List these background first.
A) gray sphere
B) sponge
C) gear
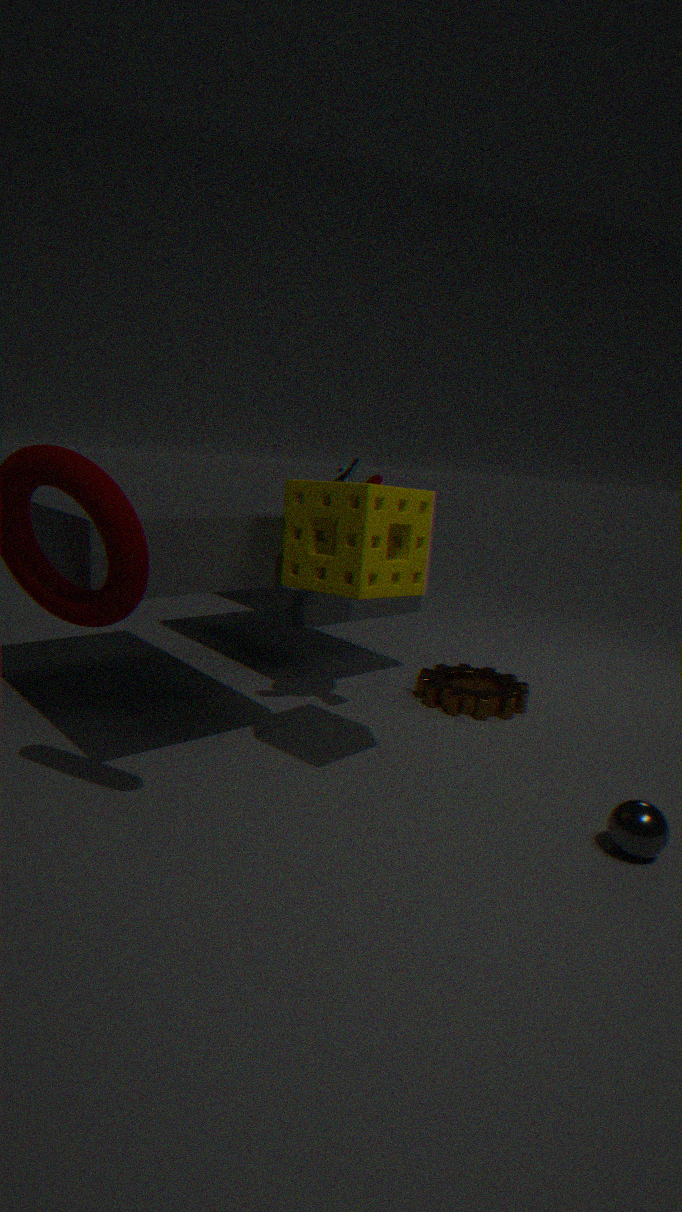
gear
sponge
gray sphere
